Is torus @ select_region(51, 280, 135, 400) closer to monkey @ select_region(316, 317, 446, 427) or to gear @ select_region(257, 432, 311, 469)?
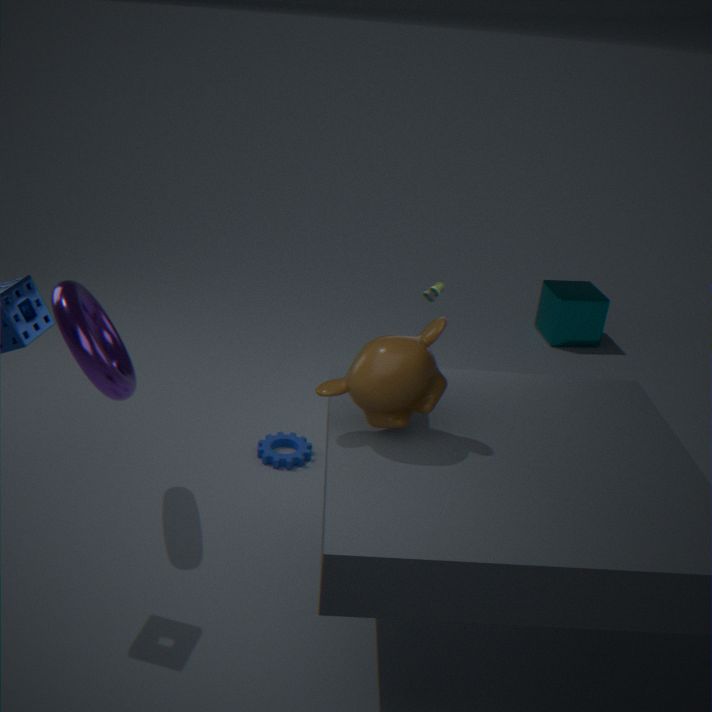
gear @ select_region(257, 432, 311, 469)
